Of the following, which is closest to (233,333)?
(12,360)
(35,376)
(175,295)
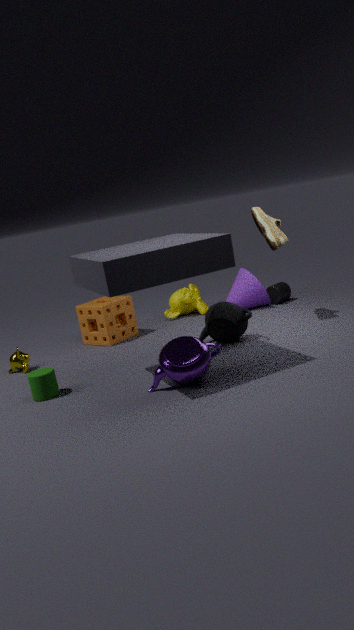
(175,295)
